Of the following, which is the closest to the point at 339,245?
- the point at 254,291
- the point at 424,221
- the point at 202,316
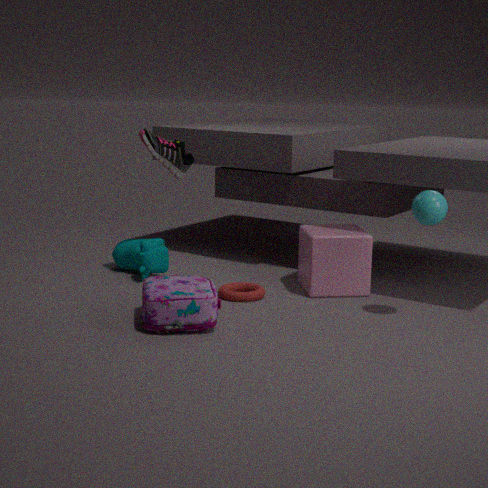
the point at 254,291
